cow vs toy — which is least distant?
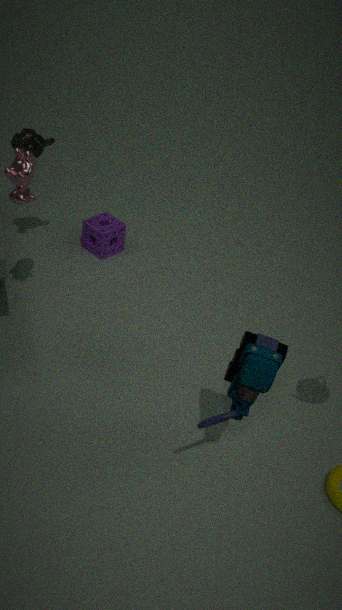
toy
